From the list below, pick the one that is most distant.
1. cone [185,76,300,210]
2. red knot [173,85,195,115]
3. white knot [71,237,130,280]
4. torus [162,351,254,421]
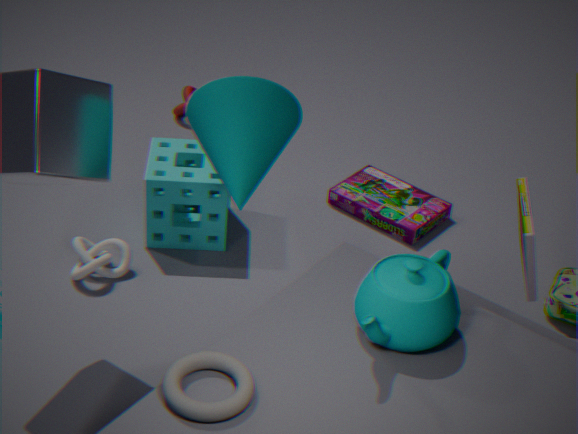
red knot [173,85,195,115]
